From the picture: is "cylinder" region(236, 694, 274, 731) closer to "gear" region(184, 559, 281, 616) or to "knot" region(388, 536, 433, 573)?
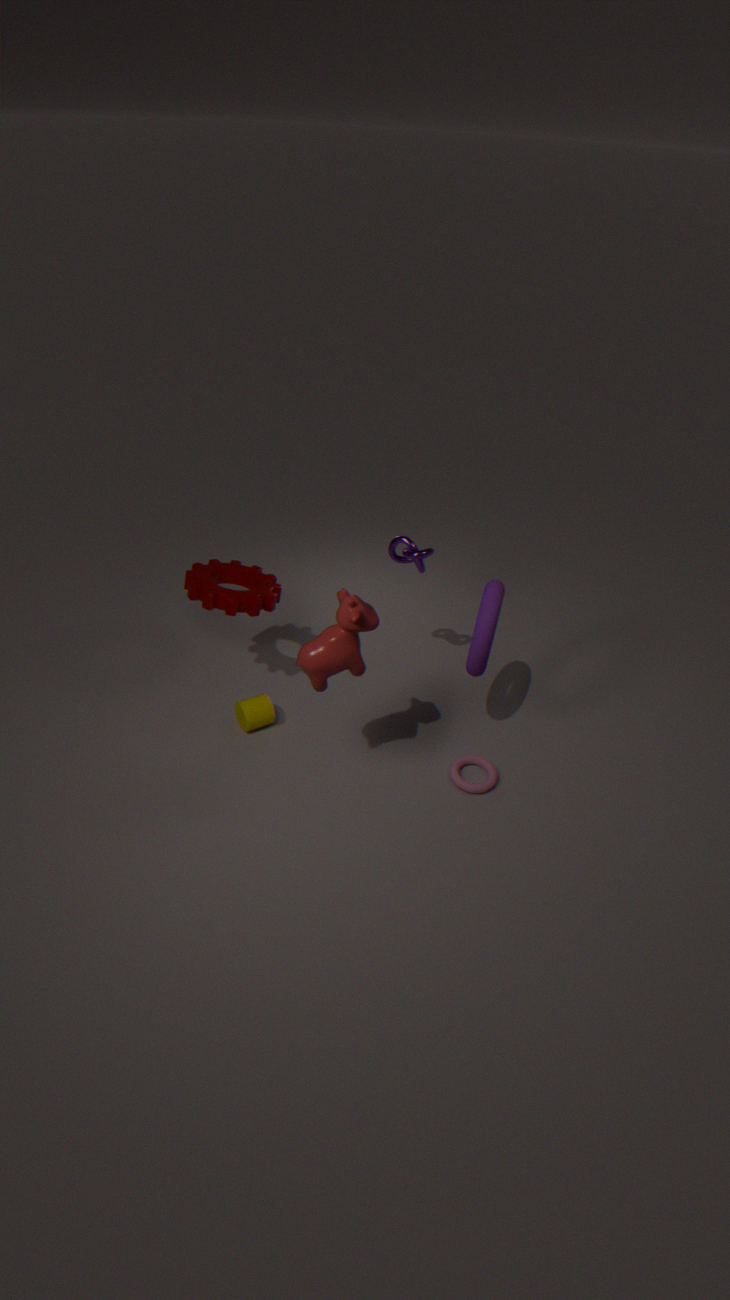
"gear" region(184, 559, 281, 616)
